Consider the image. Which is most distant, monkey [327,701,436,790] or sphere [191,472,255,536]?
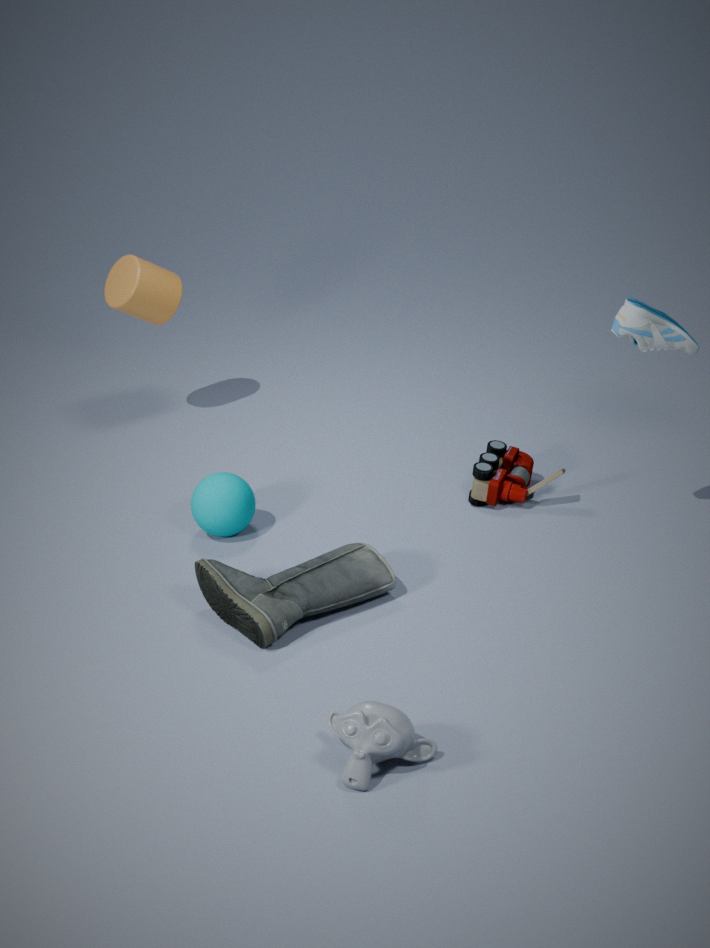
sphere [191,472,255,536]
